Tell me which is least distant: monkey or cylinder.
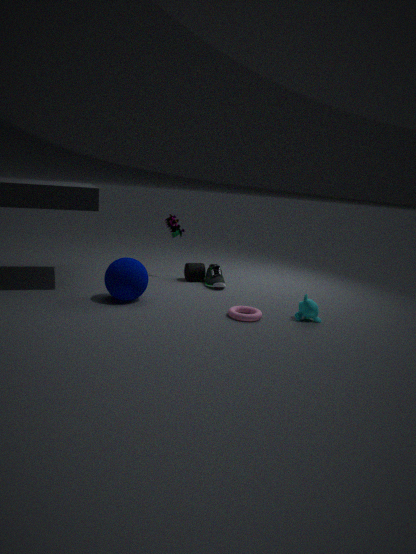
monkey
